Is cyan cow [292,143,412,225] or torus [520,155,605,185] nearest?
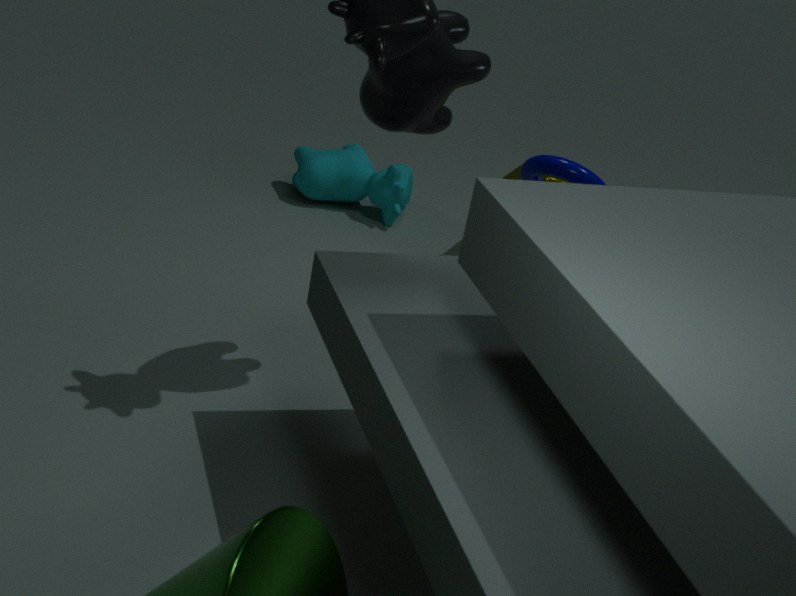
torus [520,155,605,185]
